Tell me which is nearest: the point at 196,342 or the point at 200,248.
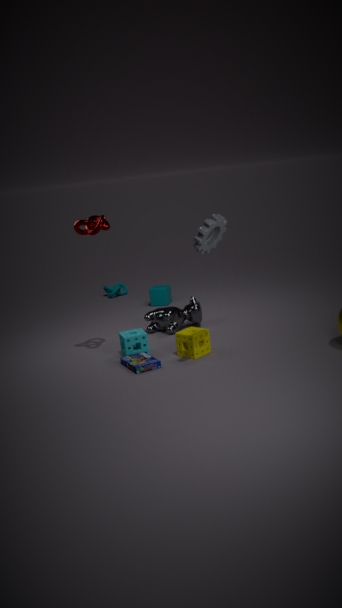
the point at 200,248
